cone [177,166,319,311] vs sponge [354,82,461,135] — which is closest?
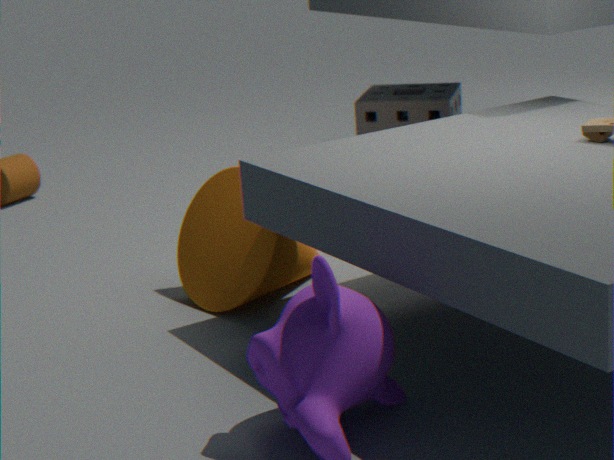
cone [177,166,319,311]
